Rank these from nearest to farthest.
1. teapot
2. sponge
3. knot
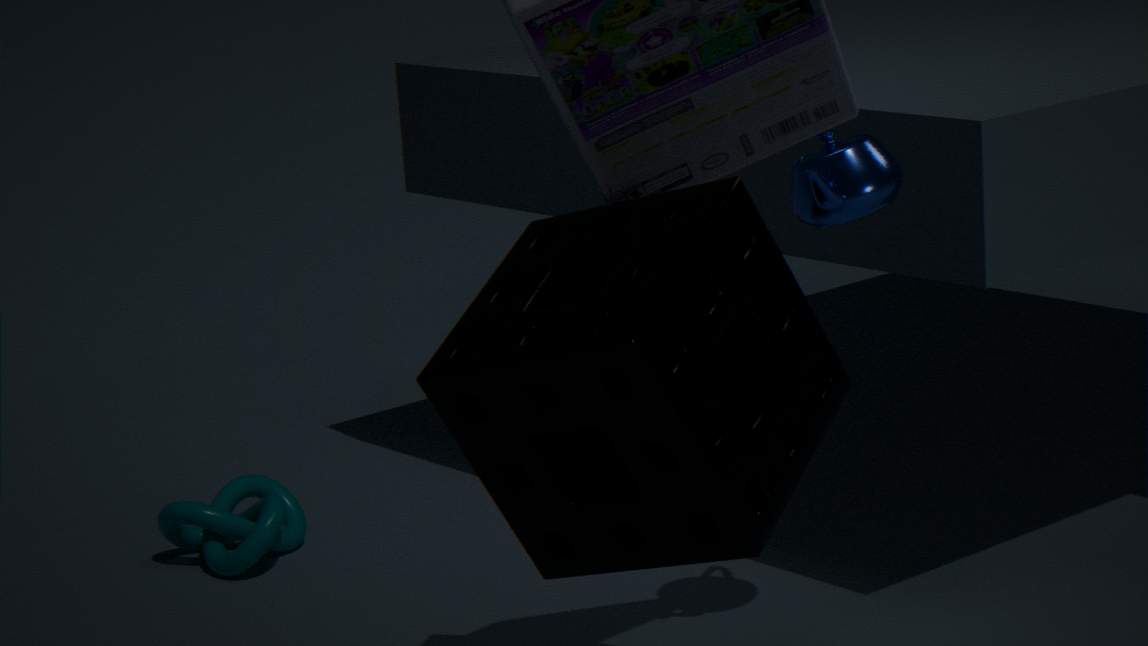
1. sponge
2. teapot
3. knot
